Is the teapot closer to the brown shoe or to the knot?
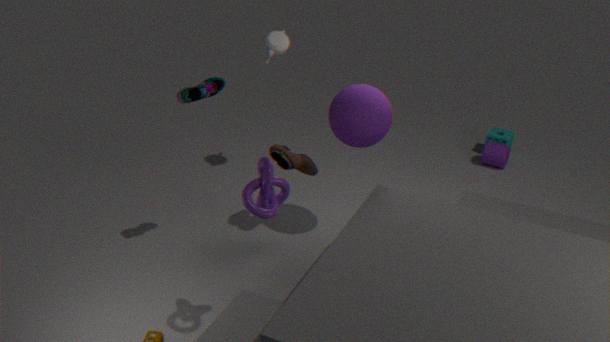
the brown shoe
